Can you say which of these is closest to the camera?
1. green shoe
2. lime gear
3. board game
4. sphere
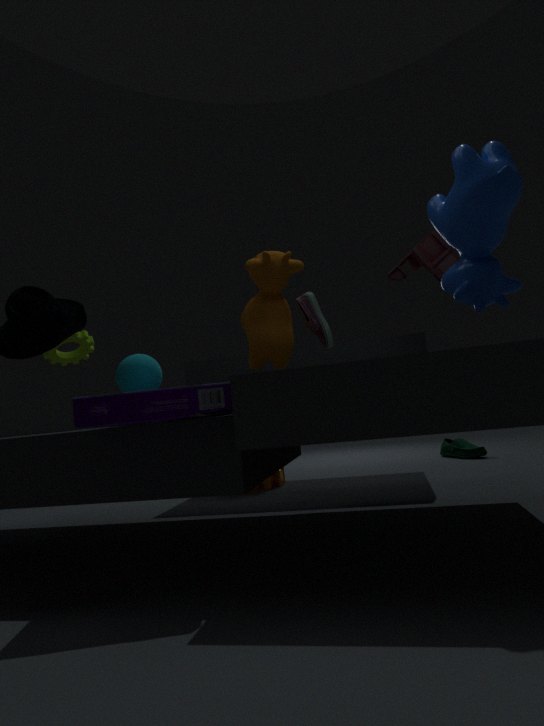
board game
